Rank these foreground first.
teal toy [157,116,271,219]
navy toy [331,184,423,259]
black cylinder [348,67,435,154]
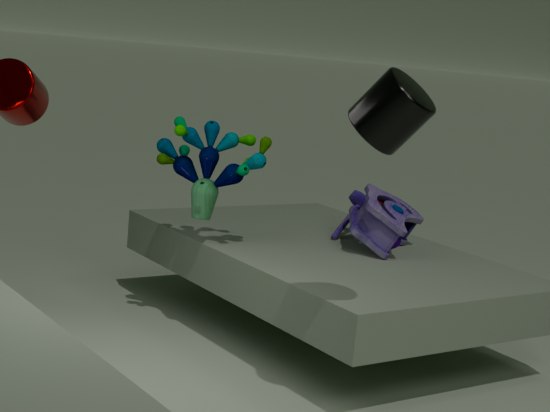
1. black cylinder [348,67,435,154]
2. teal toy [157,116,271,219]
3. navy toy [331,184,423,259]
